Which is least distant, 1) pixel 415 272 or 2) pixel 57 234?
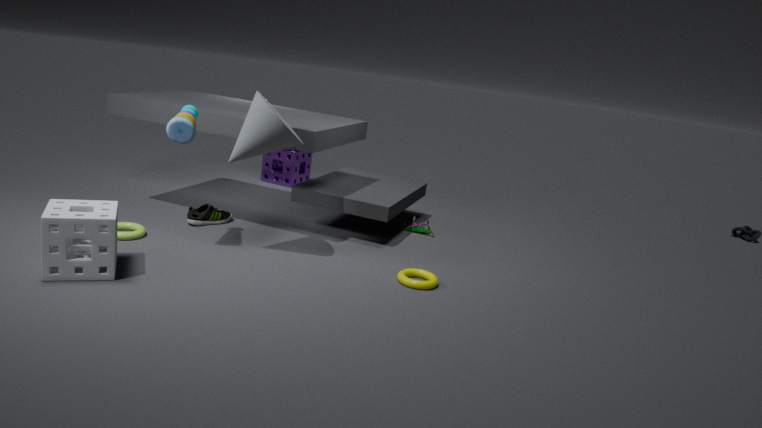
2. pixel 57 234
